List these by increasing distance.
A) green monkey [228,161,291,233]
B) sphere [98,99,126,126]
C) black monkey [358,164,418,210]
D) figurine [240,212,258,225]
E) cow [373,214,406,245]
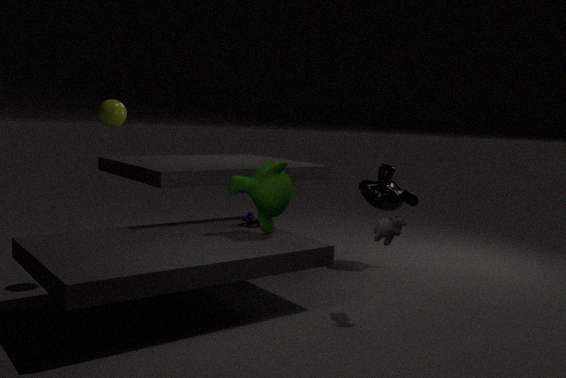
cow [373,214,406,245]
green monkey [228,161,291,233]
sphere [98,99,126,126]
figurine [240,212,258,225]
black monkey [358,164,418,210]
